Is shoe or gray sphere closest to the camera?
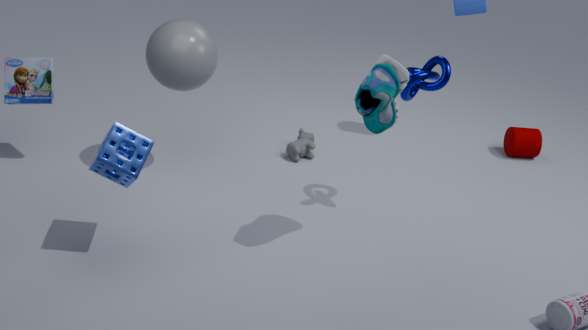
shoe
